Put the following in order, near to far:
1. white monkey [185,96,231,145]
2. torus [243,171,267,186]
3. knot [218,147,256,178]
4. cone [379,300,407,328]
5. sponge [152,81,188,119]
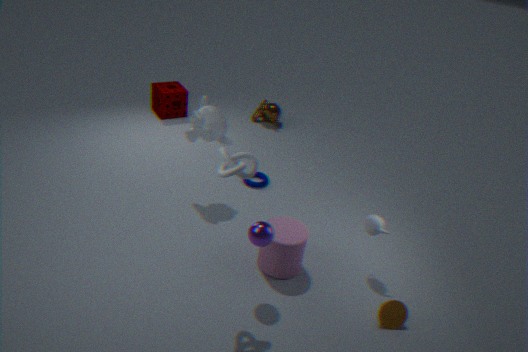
knot [218,147,256,178] → cone [379,300,407,328] → white monkey [185,96,231,145] → torus [243,171,267,186] → sponge [152,81,188,119]
